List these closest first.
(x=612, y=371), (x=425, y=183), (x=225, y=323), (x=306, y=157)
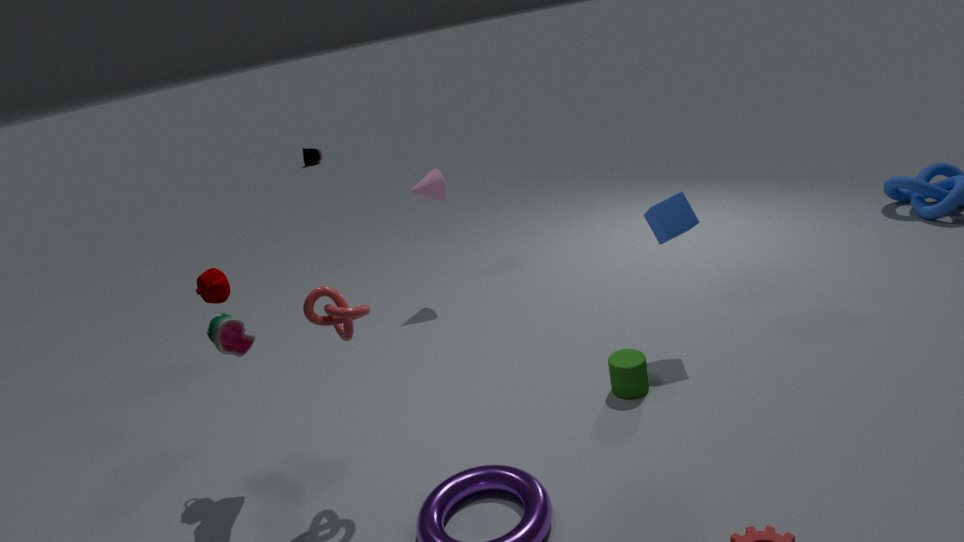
(x=225, y=323)
(x=612, y=371)
(x=425, y=183)
(x=306, y=157)
